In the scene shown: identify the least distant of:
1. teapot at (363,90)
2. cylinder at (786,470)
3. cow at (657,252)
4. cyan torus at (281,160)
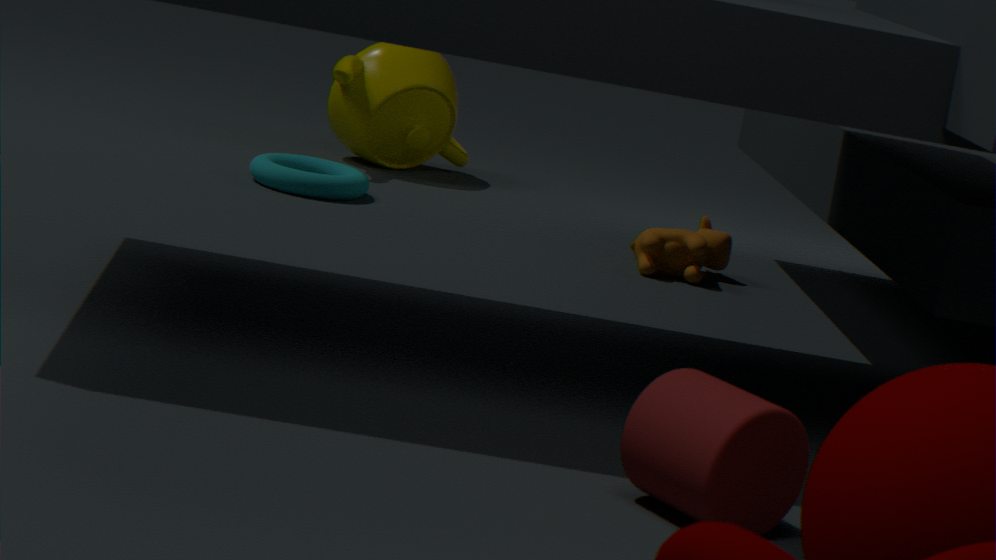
cylinder at (786,470)
